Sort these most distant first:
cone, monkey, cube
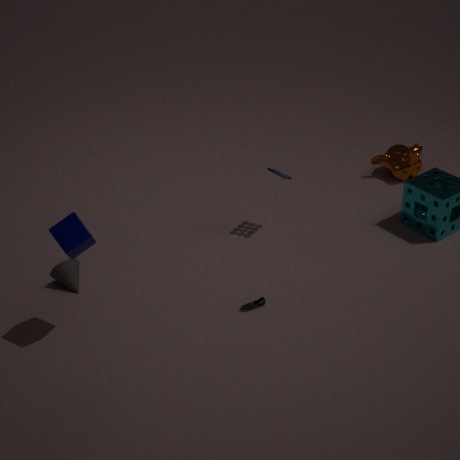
monkey < cone < cube
